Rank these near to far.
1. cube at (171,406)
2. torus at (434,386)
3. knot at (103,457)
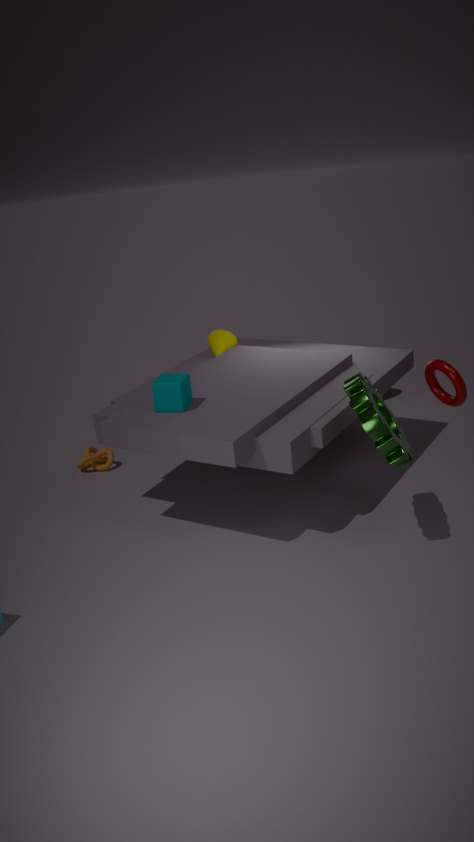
1. torus at (434,386)
2. cube at (171,406)
3. knot at (103,457)
